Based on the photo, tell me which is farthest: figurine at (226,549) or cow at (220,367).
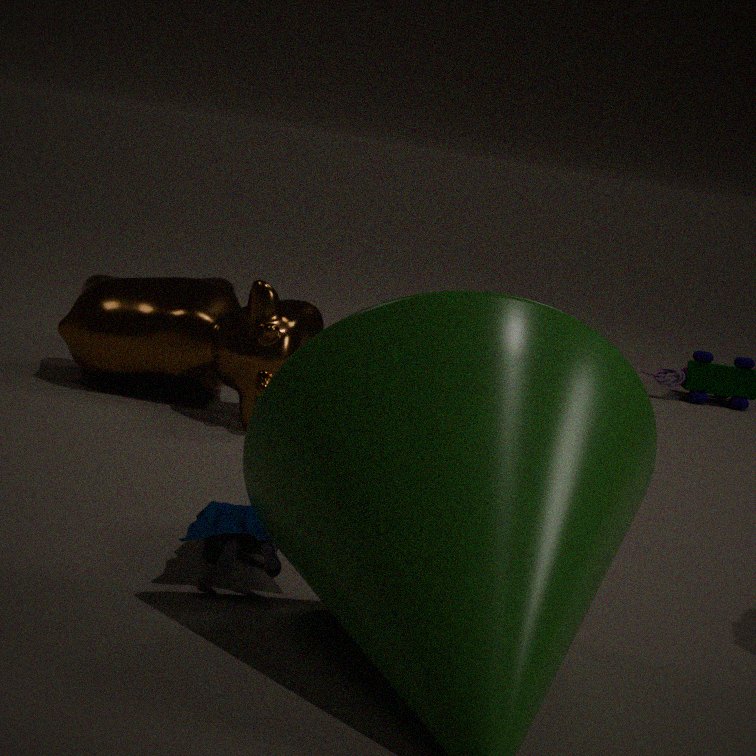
cow at (220,367)
